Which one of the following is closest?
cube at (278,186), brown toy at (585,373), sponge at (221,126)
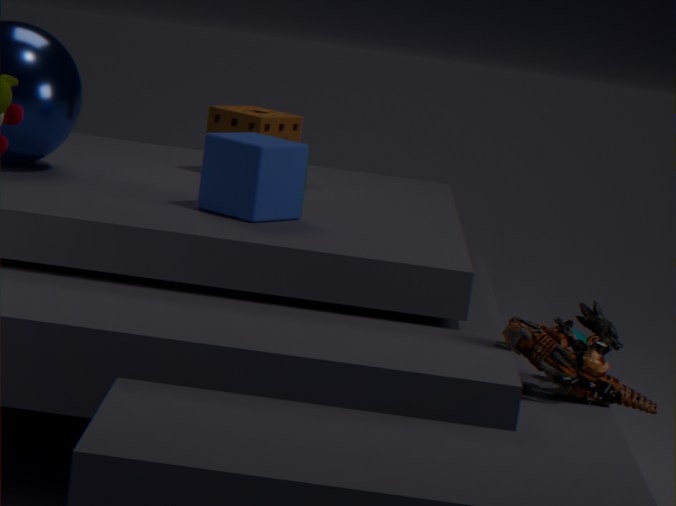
brown toy at (585,373)
